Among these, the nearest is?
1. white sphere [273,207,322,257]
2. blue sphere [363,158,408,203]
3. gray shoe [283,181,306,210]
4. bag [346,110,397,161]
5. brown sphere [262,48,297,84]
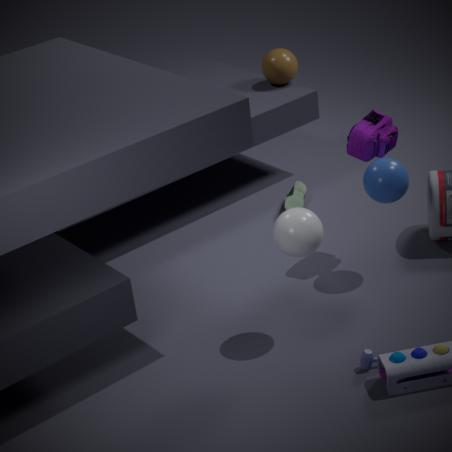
white sphere [273,207,322,257]
